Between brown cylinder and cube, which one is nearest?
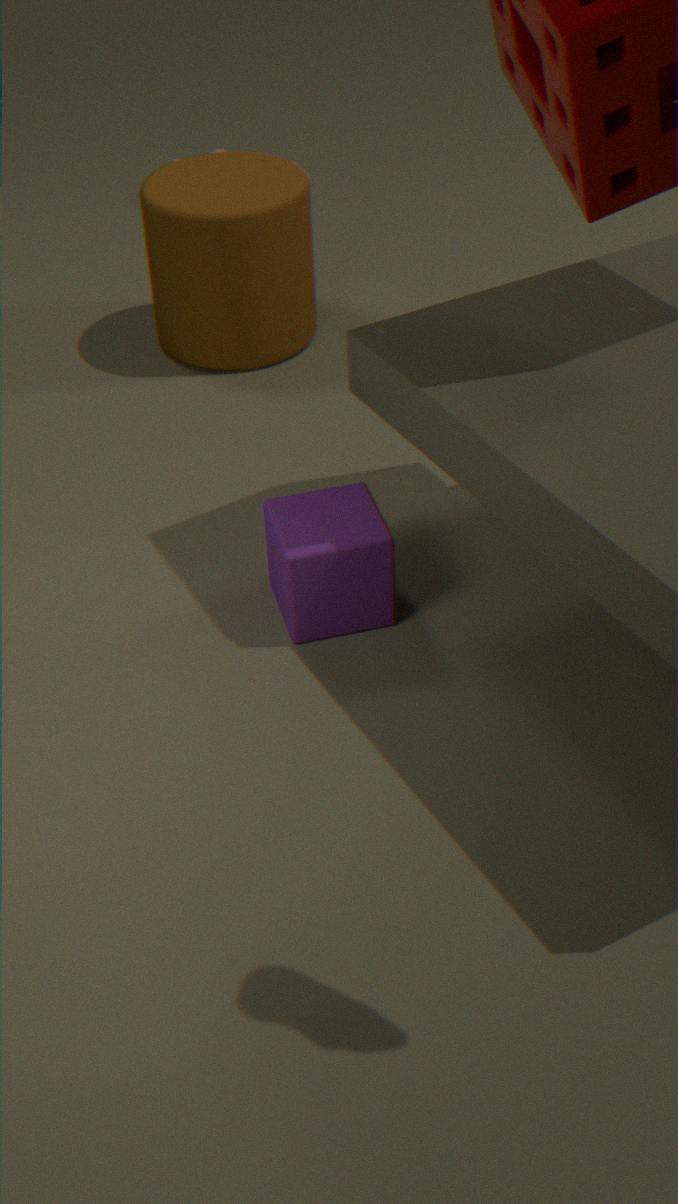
cube
